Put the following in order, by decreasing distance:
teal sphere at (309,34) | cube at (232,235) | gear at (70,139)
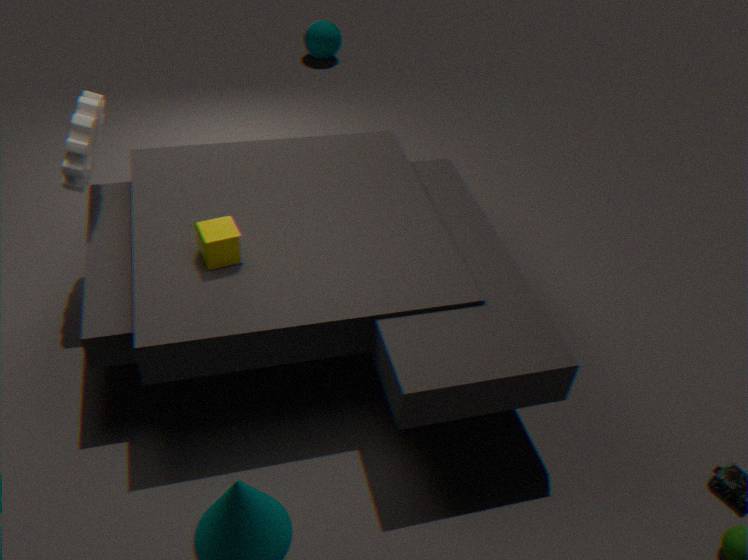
teal sphere at (309,34) < gear at (70,139) < cube at (232,235)
